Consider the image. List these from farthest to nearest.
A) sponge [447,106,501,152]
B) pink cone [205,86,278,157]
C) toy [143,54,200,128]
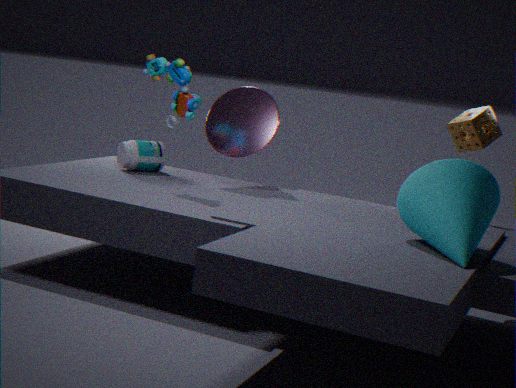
pink cone [205,86,278,157] → sponge [447,106,501,152] → toy [143,54,200,128]
